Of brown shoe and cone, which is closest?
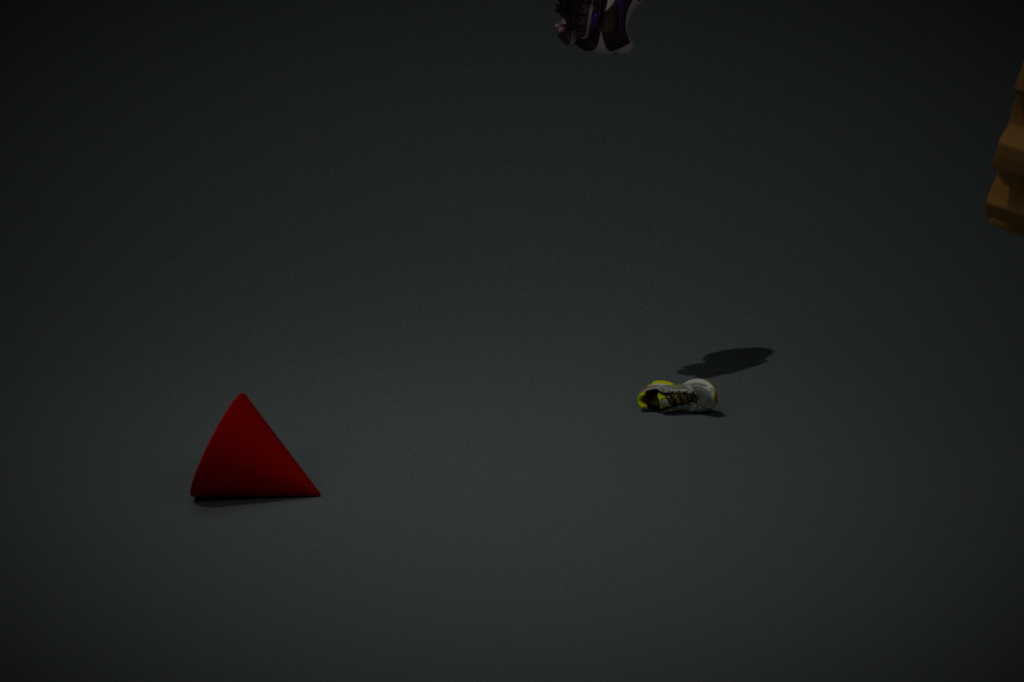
cone
